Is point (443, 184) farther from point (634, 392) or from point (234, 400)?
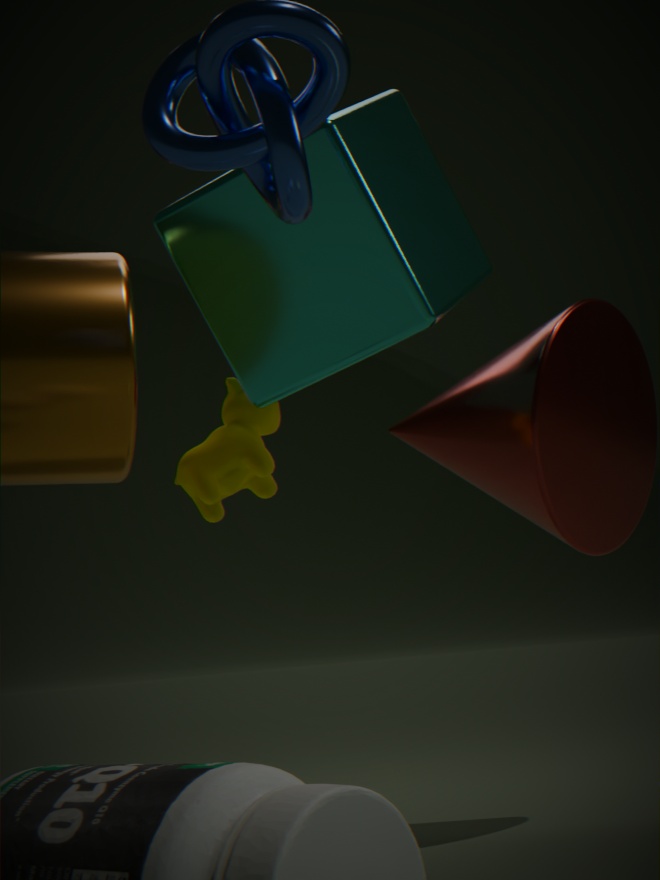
point (634, 392)
